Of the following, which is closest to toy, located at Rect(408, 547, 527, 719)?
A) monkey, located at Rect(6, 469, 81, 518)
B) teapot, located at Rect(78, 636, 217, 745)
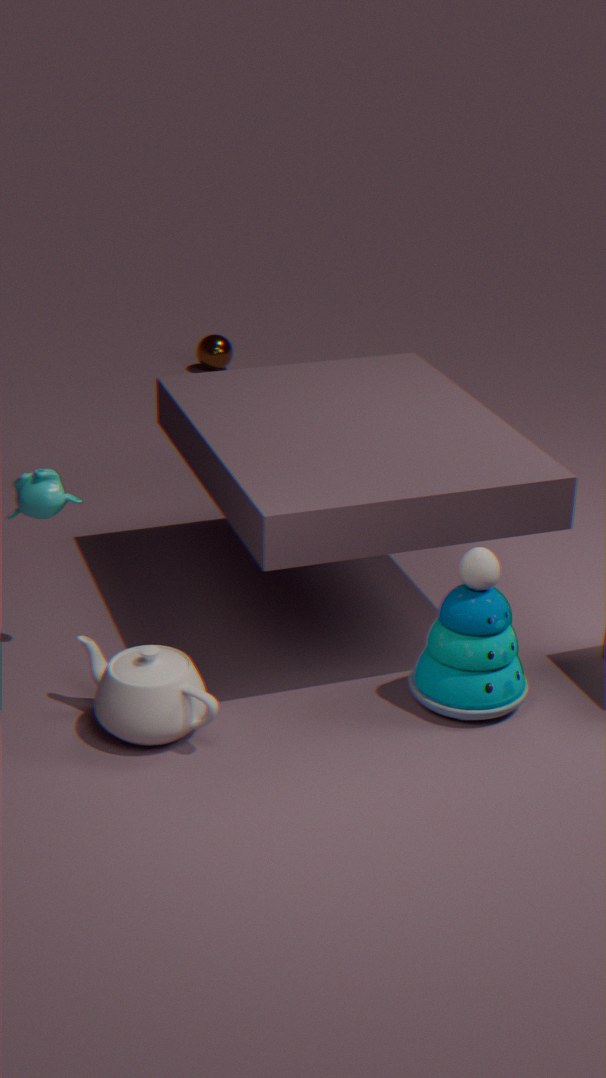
teapot, located at Rect(78, 636, 217, 745)
